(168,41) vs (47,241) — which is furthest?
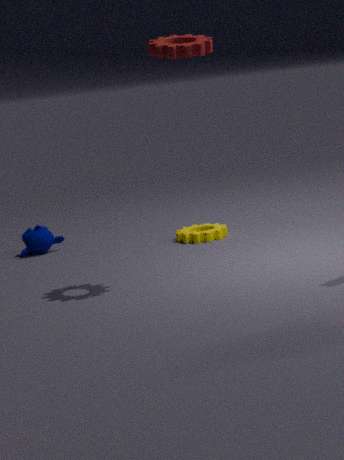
(47,241)
